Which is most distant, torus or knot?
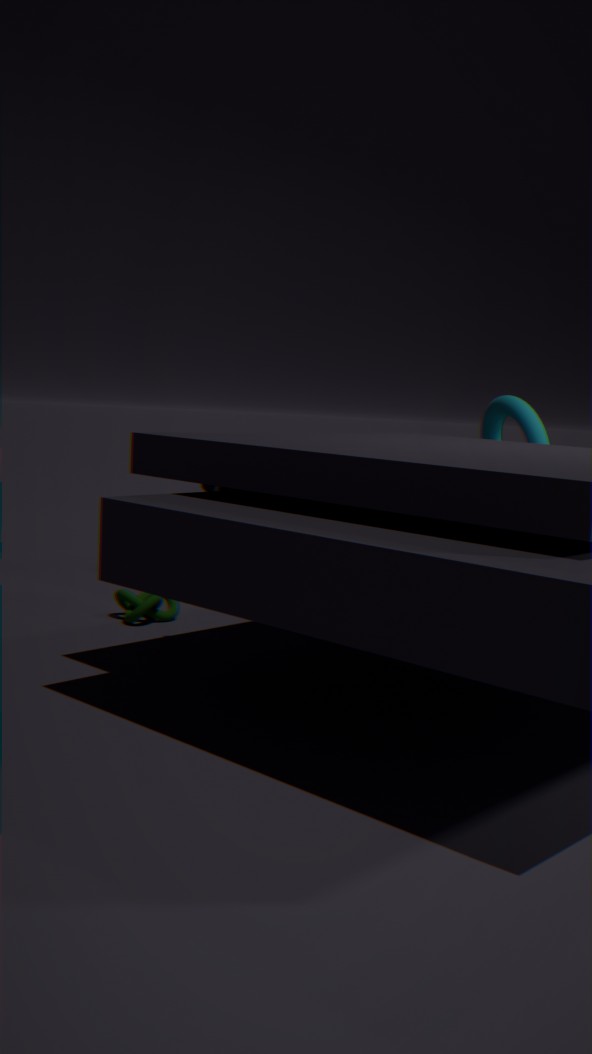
torus
